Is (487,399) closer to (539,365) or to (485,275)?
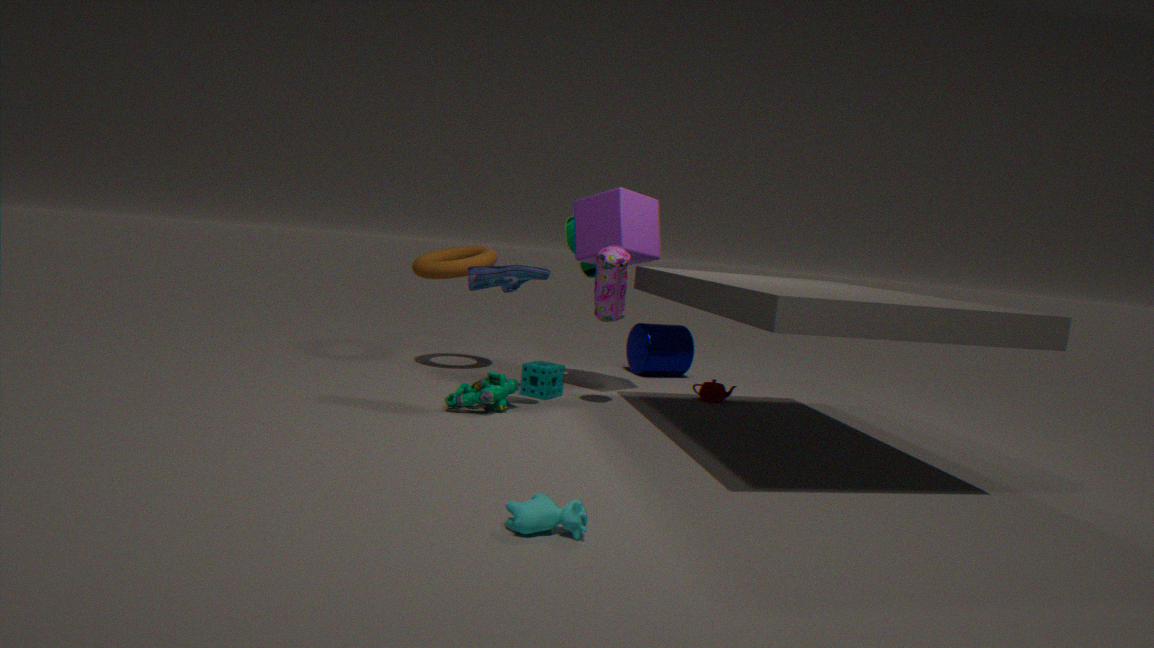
(539,365)
